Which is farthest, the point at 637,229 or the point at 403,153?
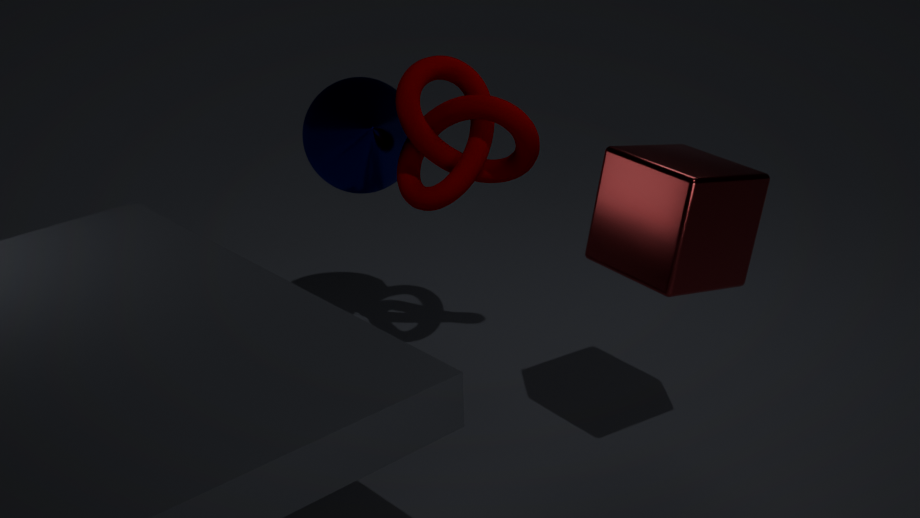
the point at 403,153
